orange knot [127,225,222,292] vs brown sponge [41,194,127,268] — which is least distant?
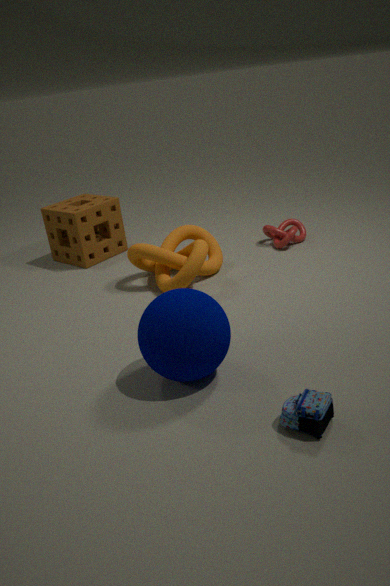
orange knot [127,225,222,292]
